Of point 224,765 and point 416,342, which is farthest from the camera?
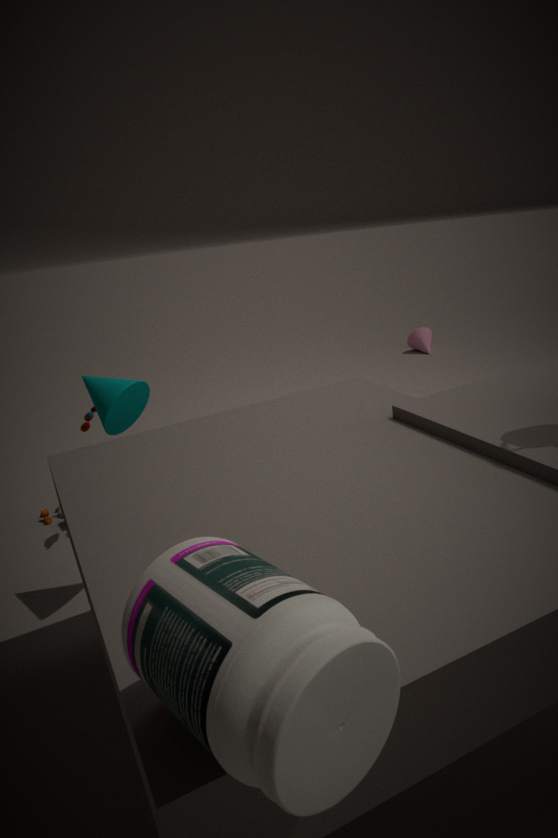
point 416,342
